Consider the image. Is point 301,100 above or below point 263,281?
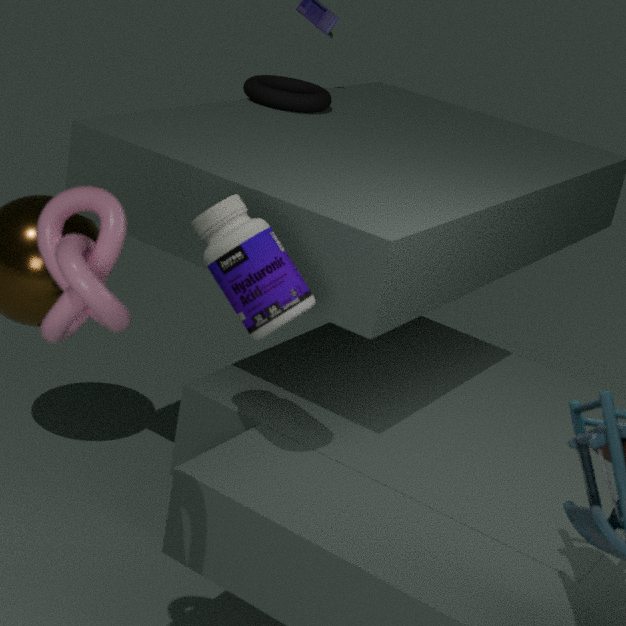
above
